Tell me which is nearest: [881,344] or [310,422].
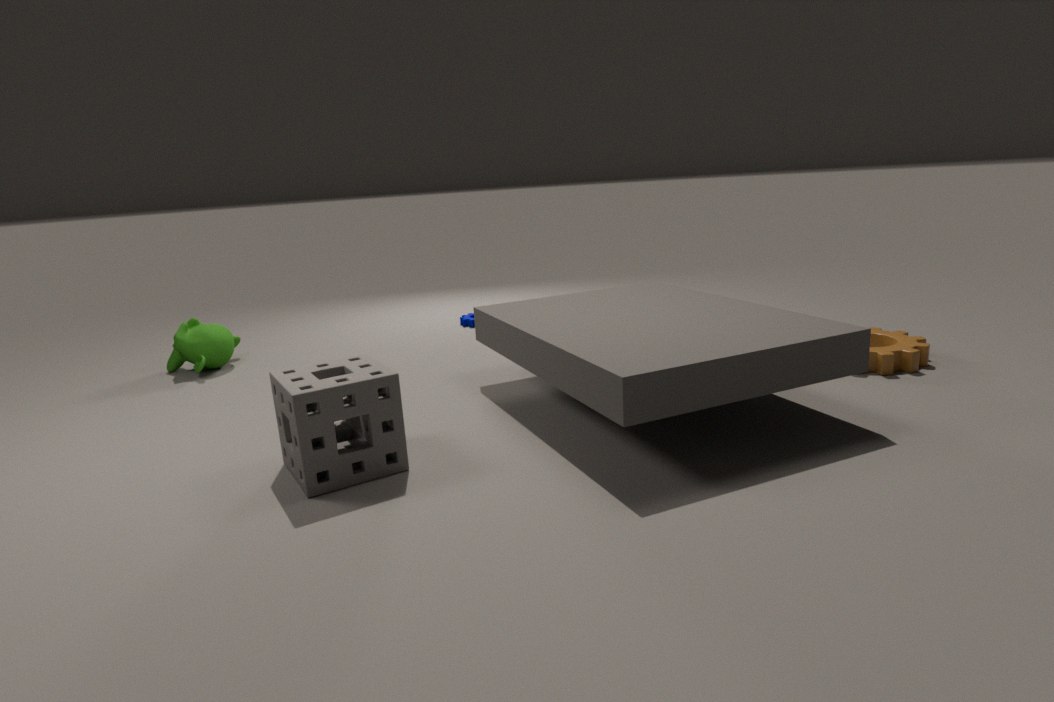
[310,422]
